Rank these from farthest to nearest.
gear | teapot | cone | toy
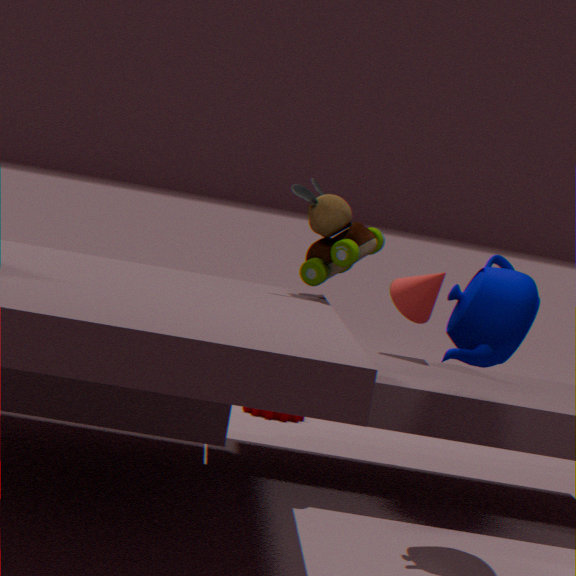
gear, cone, toy, teapot
